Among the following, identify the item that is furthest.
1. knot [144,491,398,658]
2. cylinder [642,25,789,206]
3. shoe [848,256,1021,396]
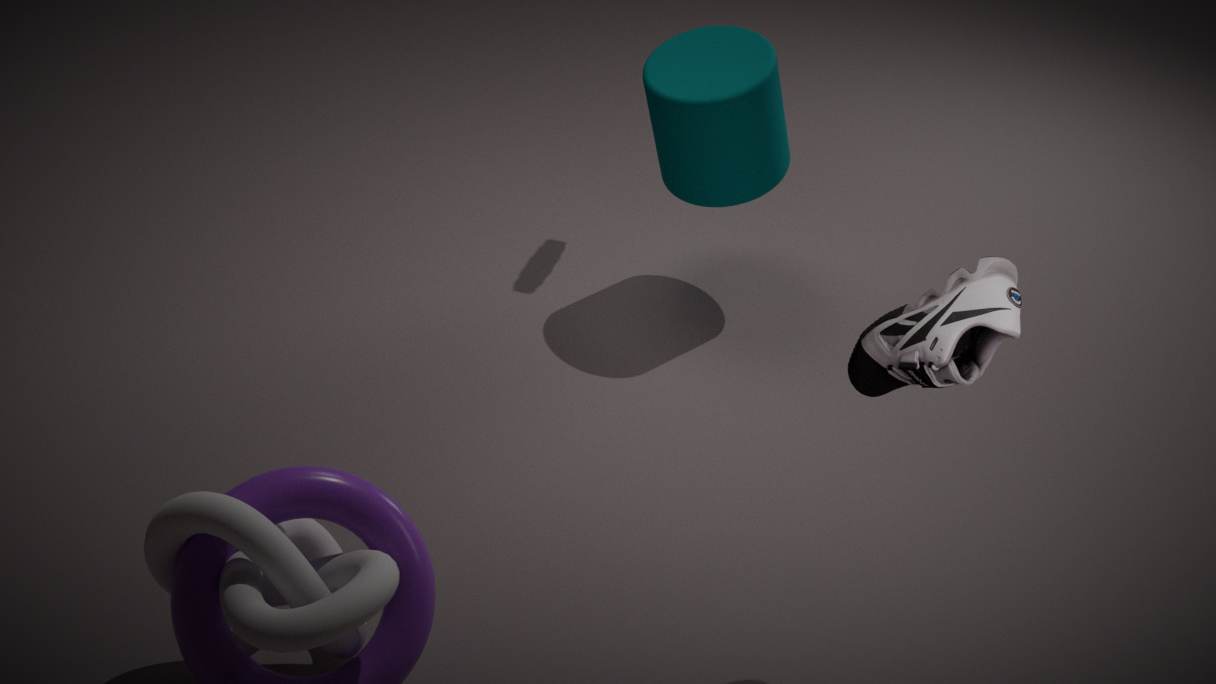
cylinder [642,25,789,206]
